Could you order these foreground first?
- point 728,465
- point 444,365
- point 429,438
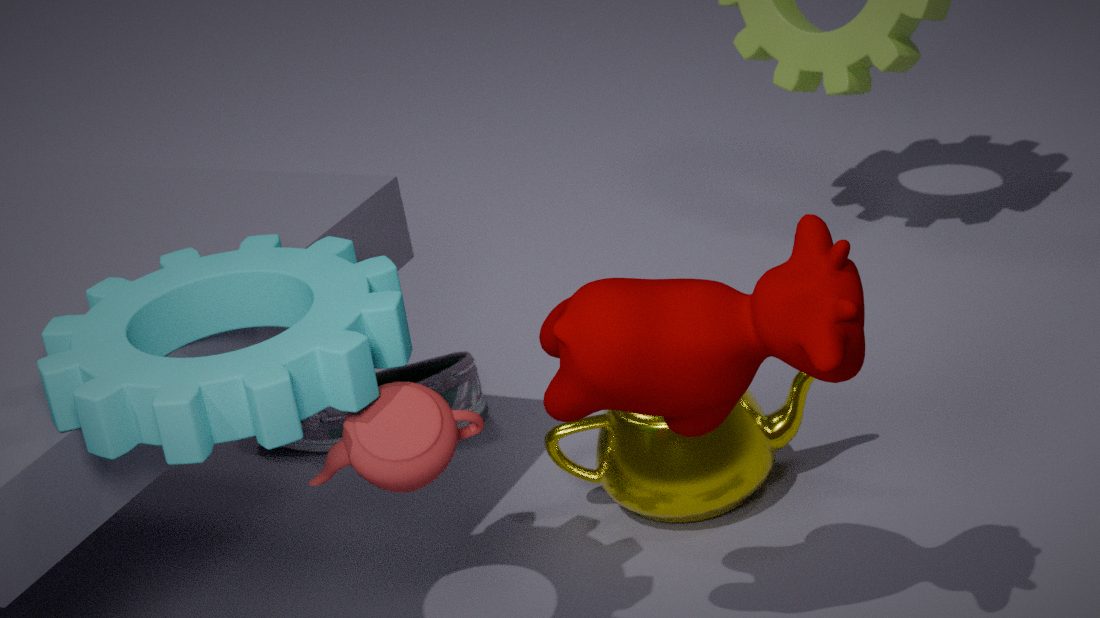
point 429,438
point 728,465
point 444,365
